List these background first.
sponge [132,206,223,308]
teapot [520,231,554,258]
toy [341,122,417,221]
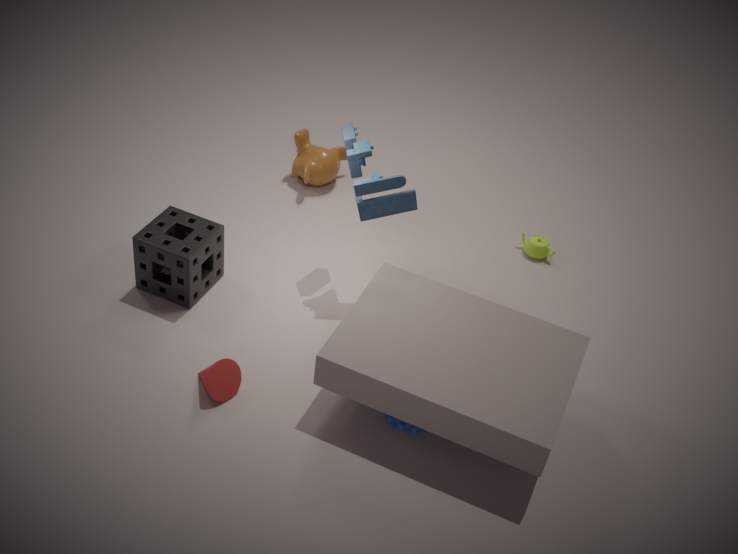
teapot [520,231,554,258] → sponge [132,206,223,308] → toy [341,122,417,221]
